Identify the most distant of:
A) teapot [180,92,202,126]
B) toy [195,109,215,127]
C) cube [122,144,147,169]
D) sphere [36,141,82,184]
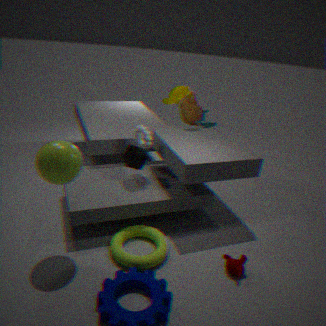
toy [195,109,215,127]
